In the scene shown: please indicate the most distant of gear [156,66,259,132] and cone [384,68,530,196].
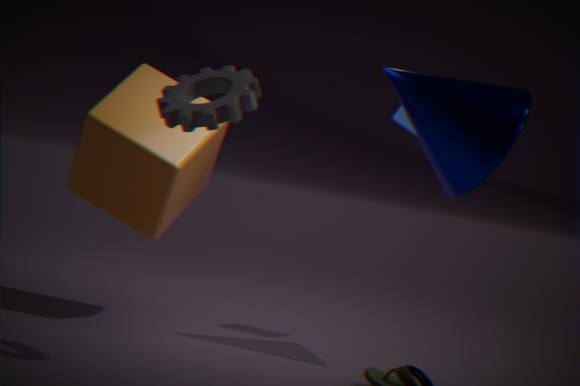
cone [384,68,530,196]
